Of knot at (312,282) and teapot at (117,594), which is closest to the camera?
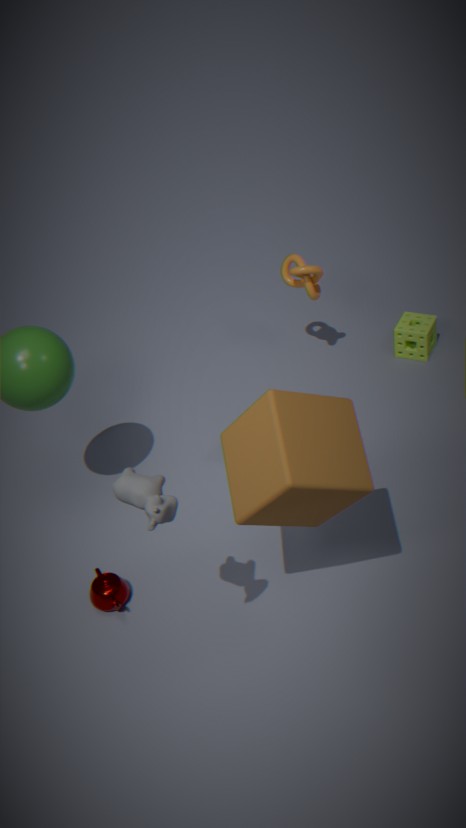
teapot at (117,594)
